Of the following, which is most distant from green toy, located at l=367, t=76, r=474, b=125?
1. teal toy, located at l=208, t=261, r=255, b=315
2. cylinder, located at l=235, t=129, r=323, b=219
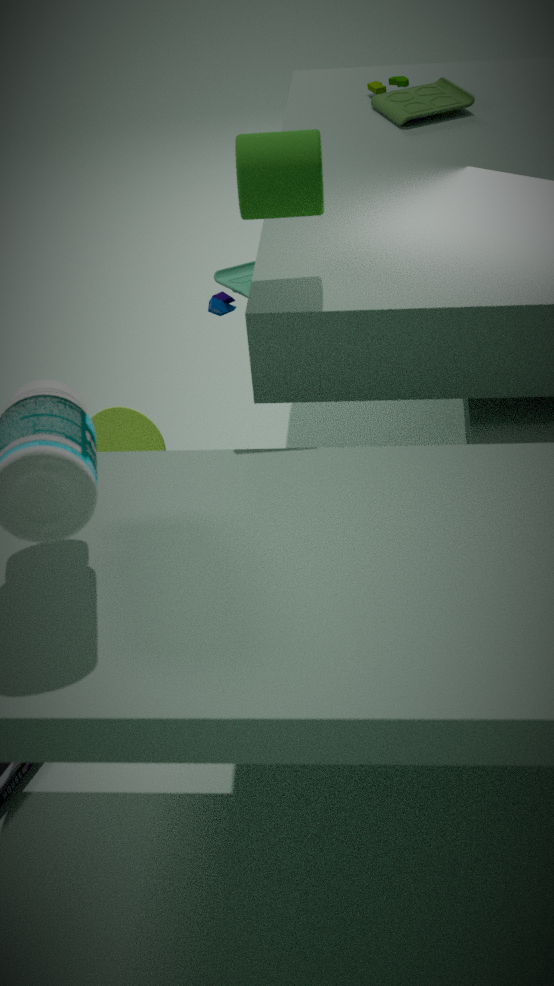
cylinder, located at l=235, t=129, r=323, b=219
